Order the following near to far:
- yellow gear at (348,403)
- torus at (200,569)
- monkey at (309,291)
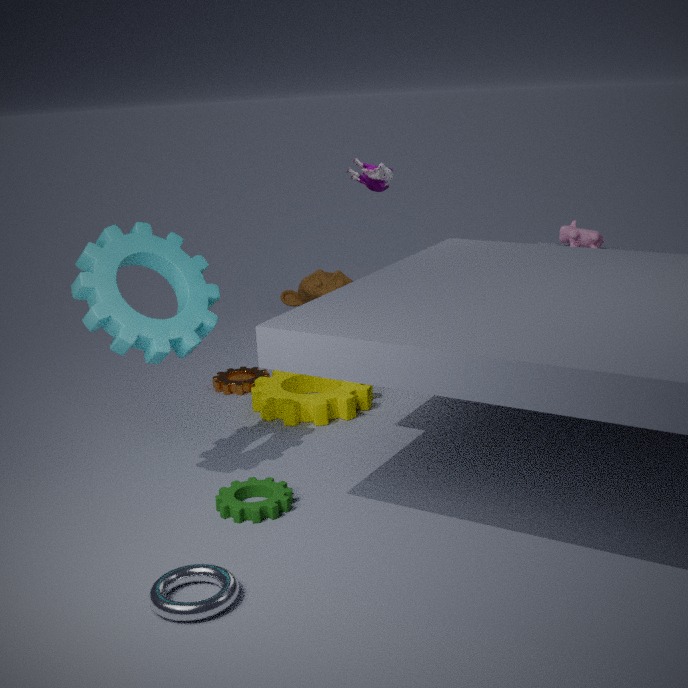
torus at (200,569) < yellow gear at (348,403) < monkey at (309,291)
